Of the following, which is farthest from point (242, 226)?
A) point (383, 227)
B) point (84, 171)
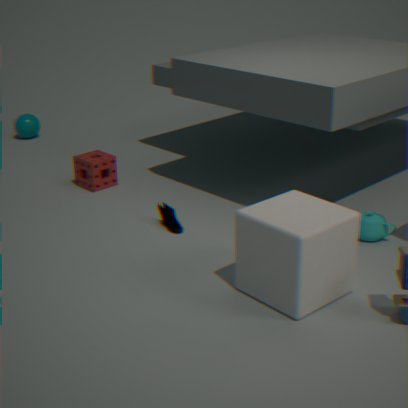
point (84, 171)
